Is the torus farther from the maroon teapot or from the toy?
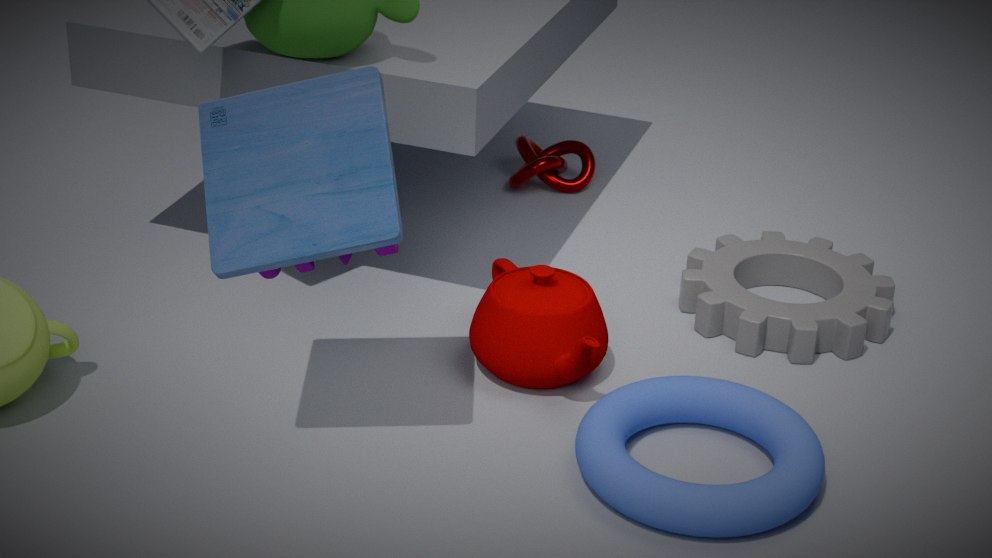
the toy
